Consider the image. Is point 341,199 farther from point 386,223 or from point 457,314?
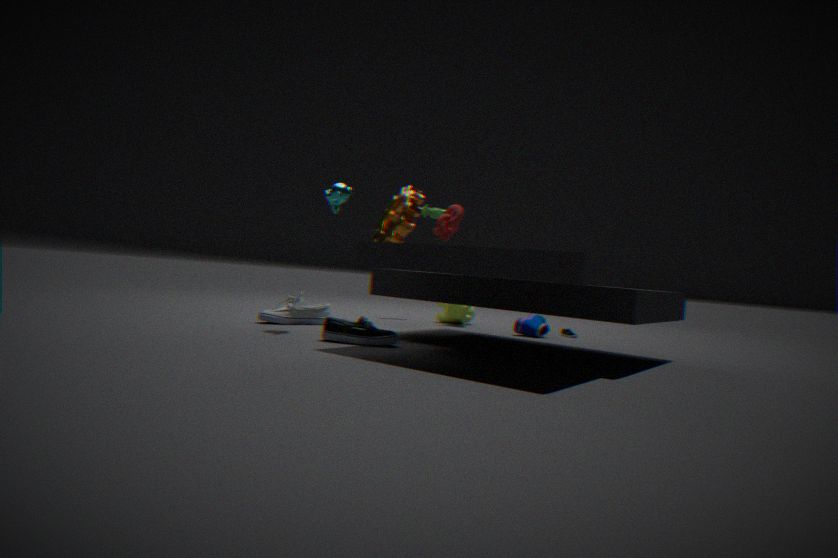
point 457,314
